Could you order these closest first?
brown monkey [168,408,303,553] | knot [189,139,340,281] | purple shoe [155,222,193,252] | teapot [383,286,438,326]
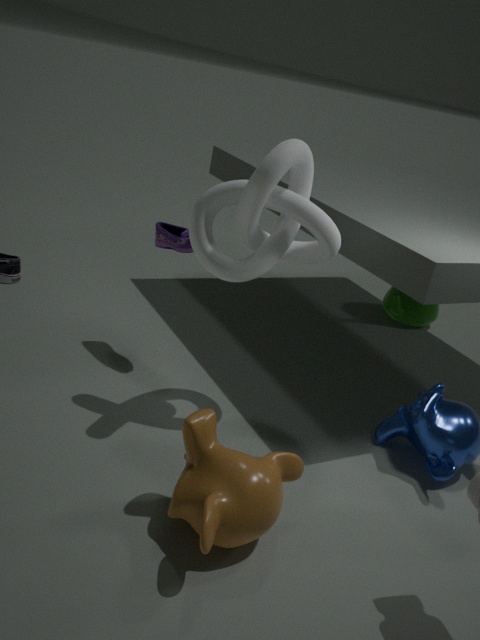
brown monkey [168,408,303,553] → knot [189,139,340,281] → purple shoe [155,222,193,252] → teapot [383,286,438,326]
